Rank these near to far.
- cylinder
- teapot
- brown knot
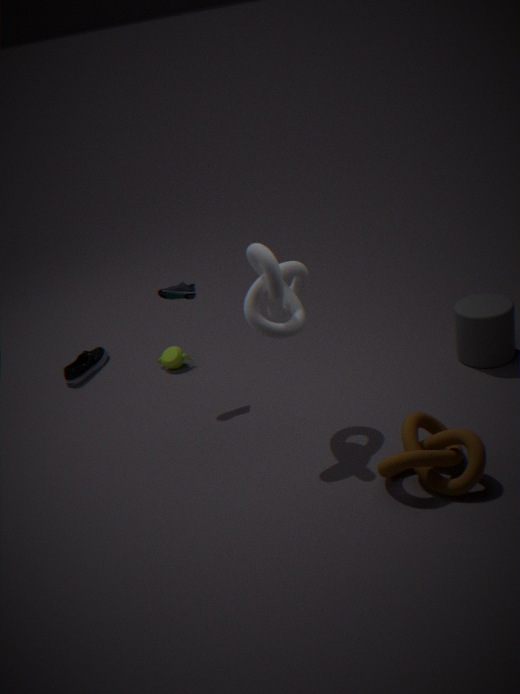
brown knot
cylinder
teapot
